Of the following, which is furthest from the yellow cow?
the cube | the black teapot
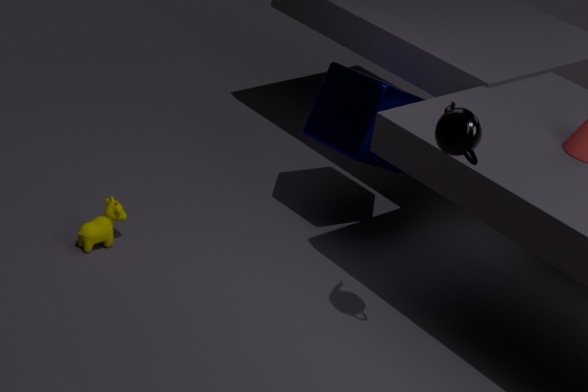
the black teapot
